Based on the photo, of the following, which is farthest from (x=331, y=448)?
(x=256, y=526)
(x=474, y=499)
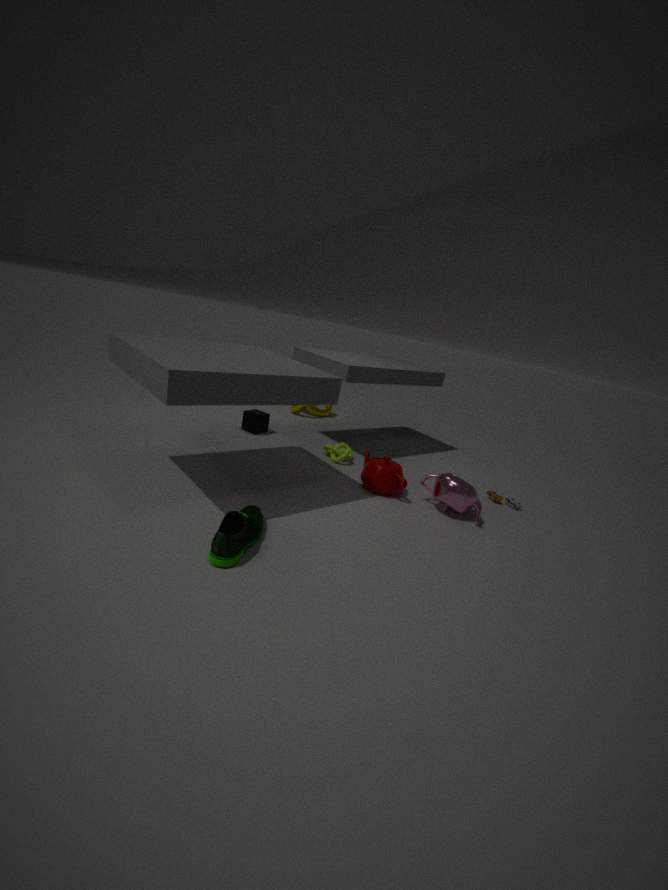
(x=256, y=526)
